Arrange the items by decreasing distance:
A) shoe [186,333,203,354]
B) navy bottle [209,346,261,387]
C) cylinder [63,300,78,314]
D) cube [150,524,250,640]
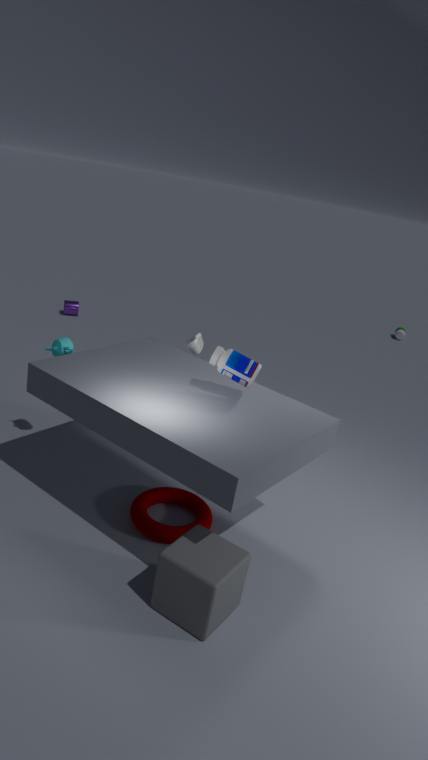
cylinder [63,300,78,314] < shoe [186,333,203,354] < navy bottle [209,346,261,387] < cube [150,524,250,640]
